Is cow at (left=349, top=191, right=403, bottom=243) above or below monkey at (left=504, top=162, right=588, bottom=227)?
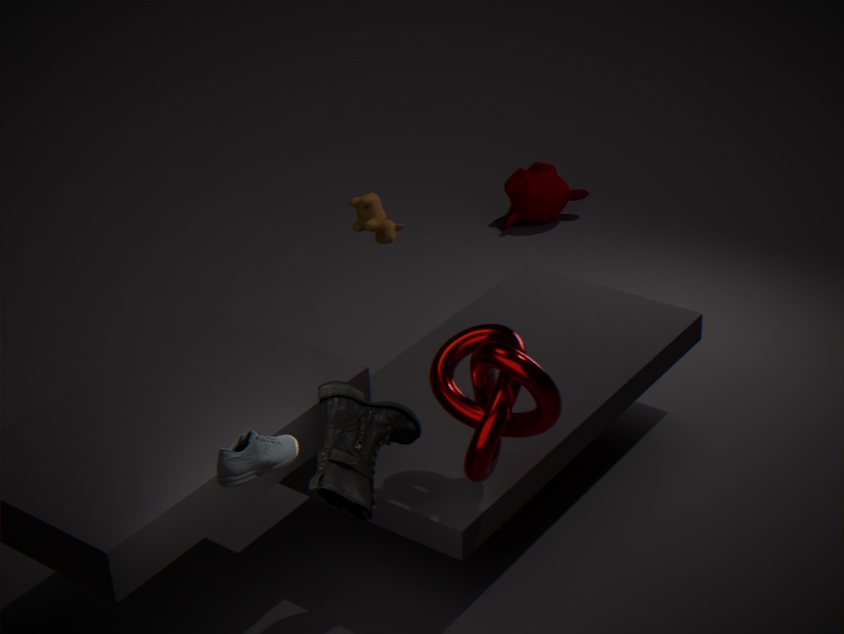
above
